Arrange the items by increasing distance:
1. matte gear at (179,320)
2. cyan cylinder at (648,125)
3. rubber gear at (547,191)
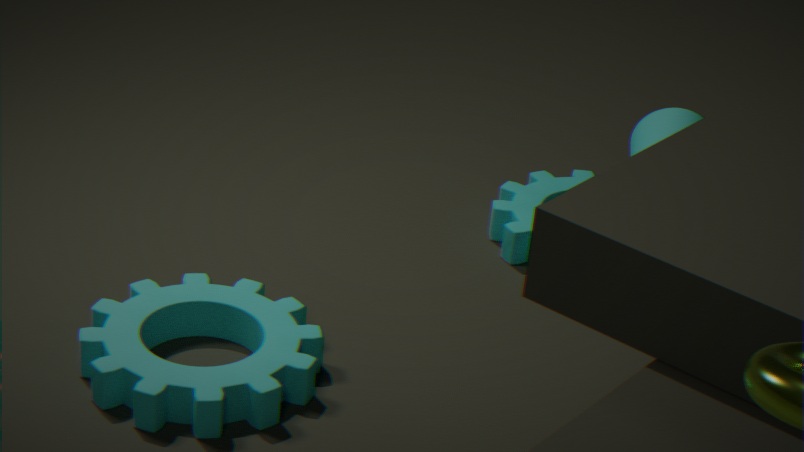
1. cyan cylinder at (648,125)
2. matte gear at (179,320)
3. rubber gear at (547,191)
